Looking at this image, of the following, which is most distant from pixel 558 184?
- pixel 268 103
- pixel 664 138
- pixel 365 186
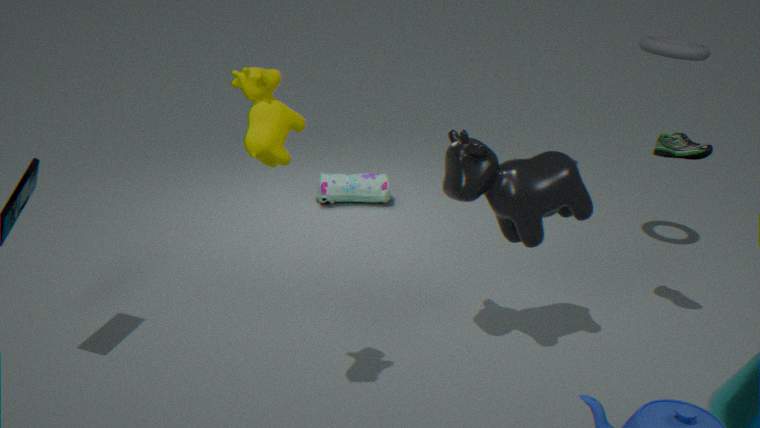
pixel 365 186
